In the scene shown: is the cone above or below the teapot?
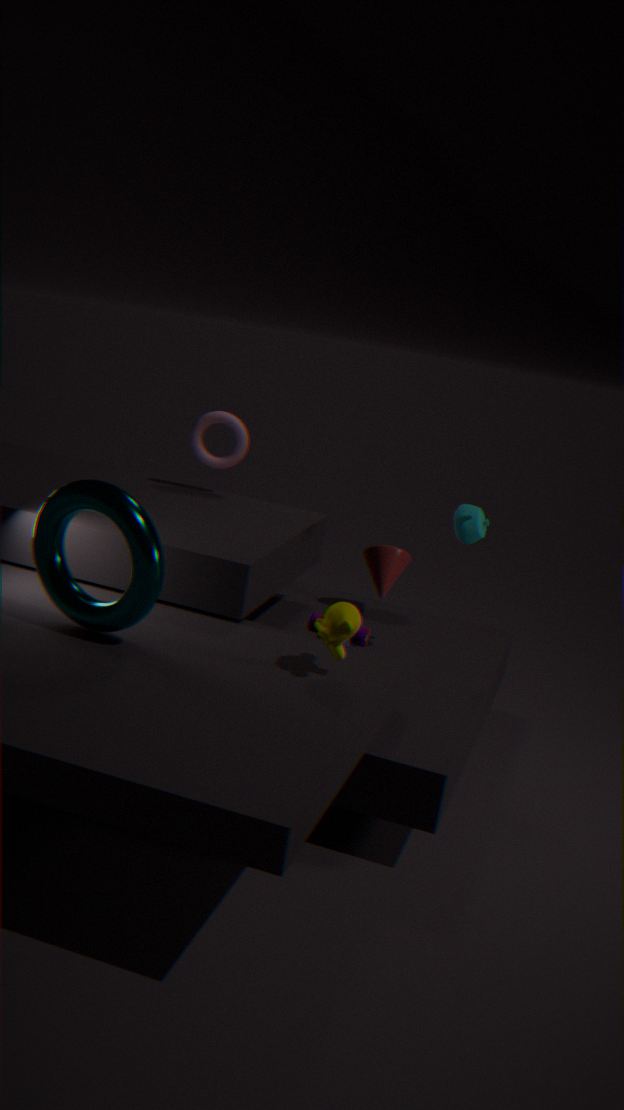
below
